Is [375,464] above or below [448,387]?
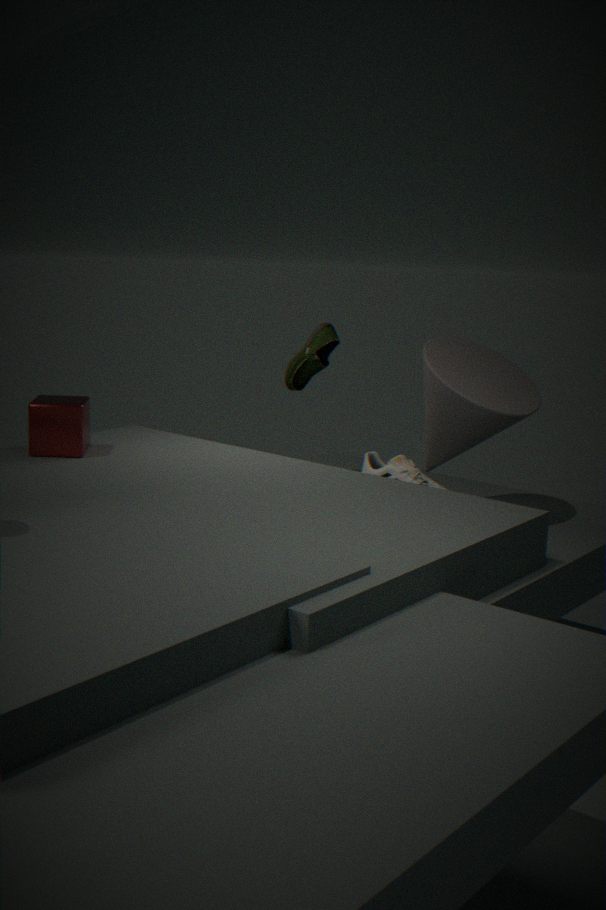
below
